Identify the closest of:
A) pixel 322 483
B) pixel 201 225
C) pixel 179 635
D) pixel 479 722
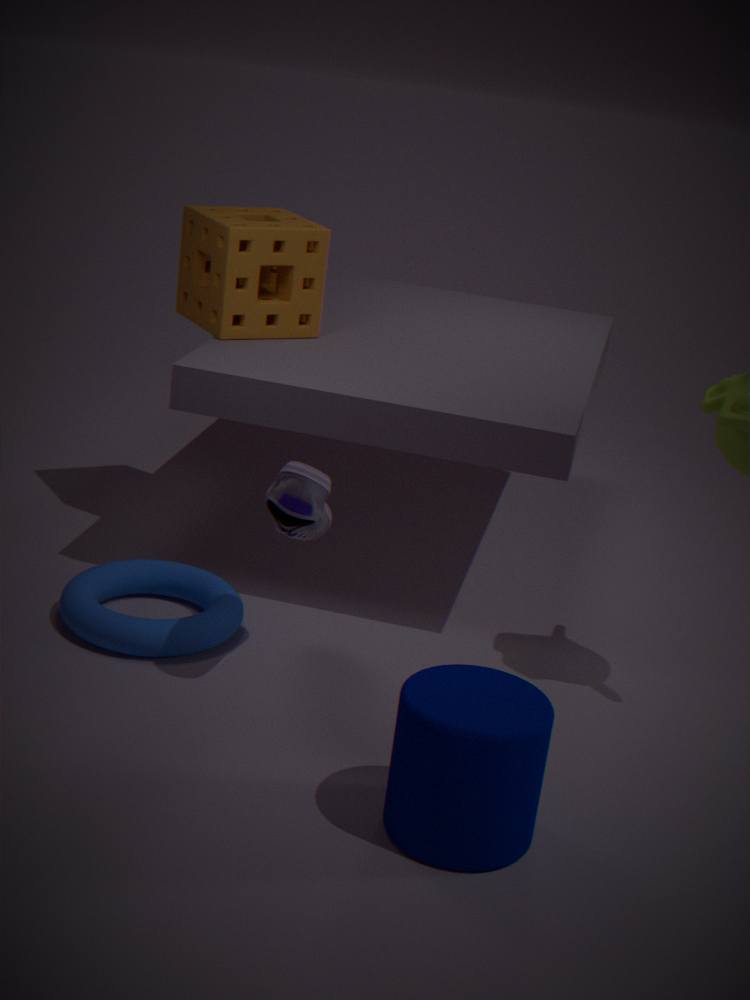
pixel 479 722
